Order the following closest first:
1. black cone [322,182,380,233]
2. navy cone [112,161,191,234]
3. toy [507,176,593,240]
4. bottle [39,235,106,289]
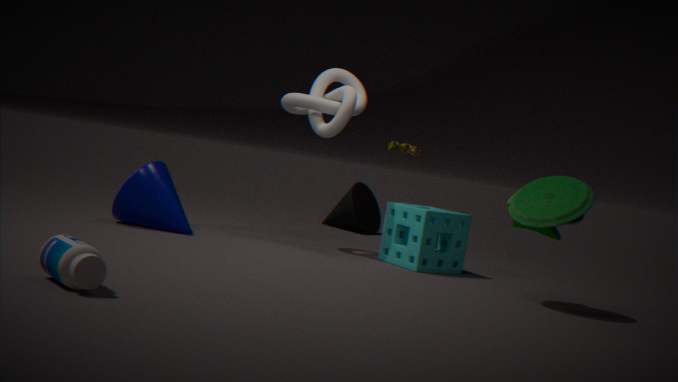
1. bottle [39,235,106,289]
2. toy [507,176,593,240]
3. navy cone [112,161,191,234]
4. black cone [322,182,380,233]
